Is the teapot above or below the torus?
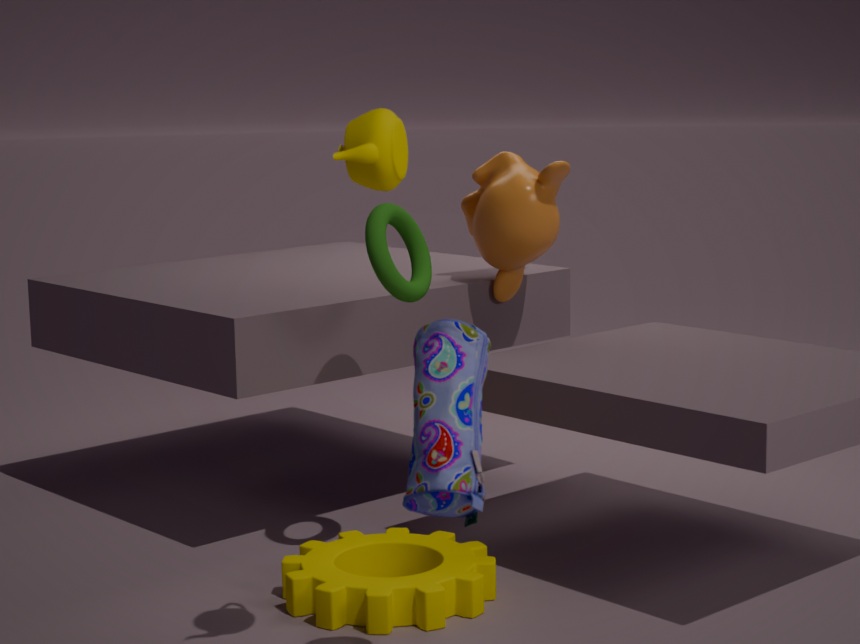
above
